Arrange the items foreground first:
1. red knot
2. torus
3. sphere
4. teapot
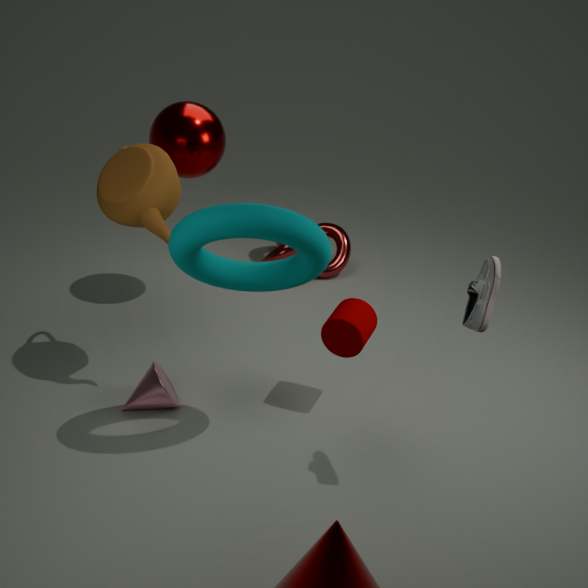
torus < teapot < sphere < red knot
